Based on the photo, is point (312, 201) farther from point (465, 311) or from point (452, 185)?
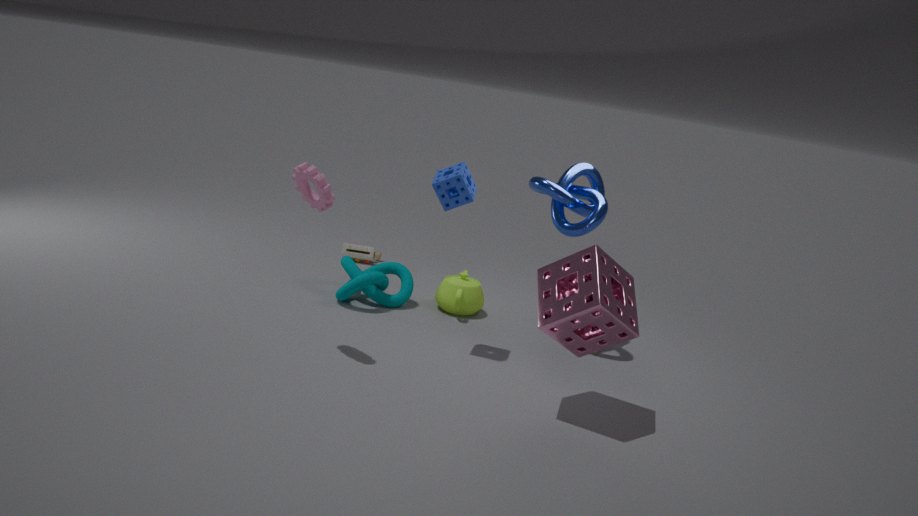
point (465, 311)
